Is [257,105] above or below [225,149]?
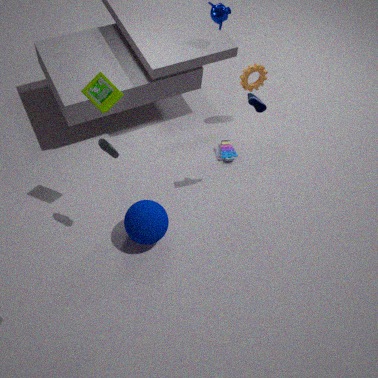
above
